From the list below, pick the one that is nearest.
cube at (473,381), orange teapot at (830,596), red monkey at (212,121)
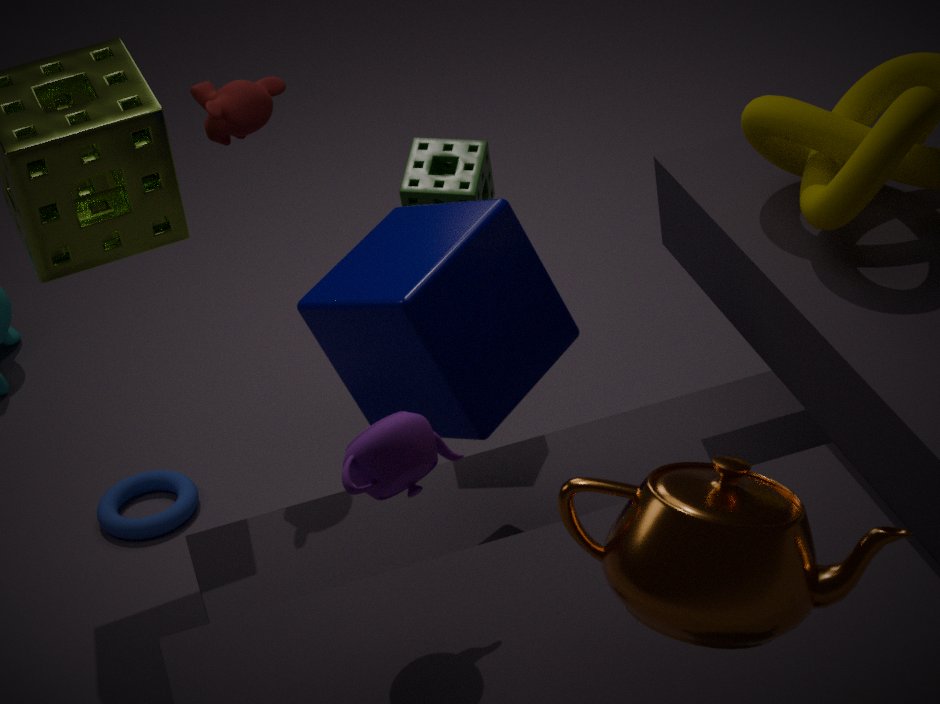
orange teapot at (830,596)
